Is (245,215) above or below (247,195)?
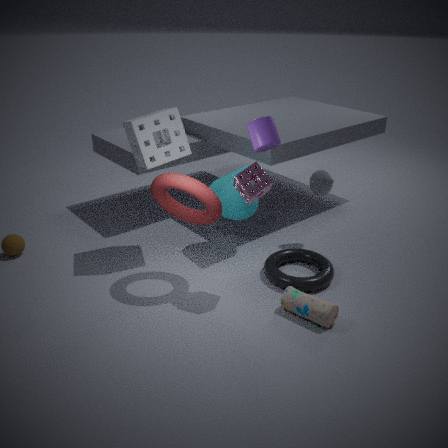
below
